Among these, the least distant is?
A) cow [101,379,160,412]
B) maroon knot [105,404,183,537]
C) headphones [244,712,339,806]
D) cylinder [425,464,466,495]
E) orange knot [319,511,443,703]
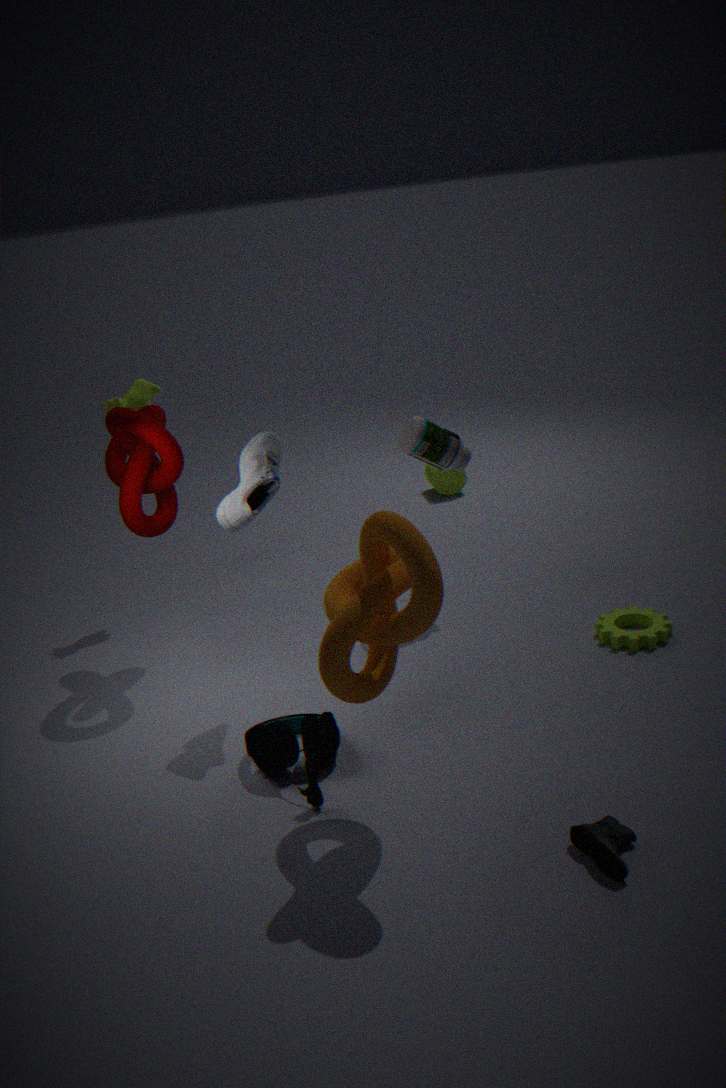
orange knot [319,511,443,703]
